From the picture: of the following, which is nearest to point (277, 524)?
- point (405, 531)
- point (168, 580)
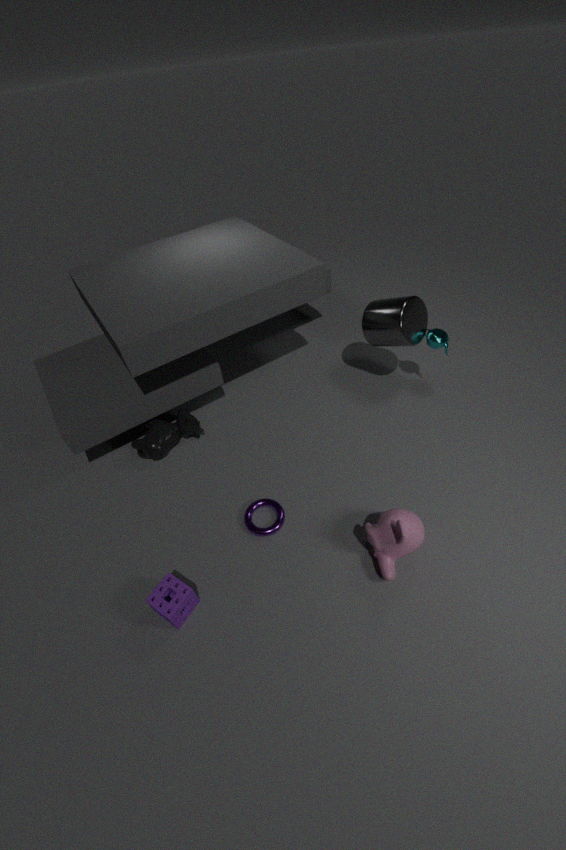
point (168, 580)
